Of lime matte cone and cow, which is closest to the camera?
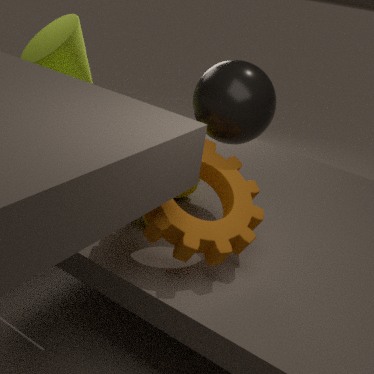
cow
